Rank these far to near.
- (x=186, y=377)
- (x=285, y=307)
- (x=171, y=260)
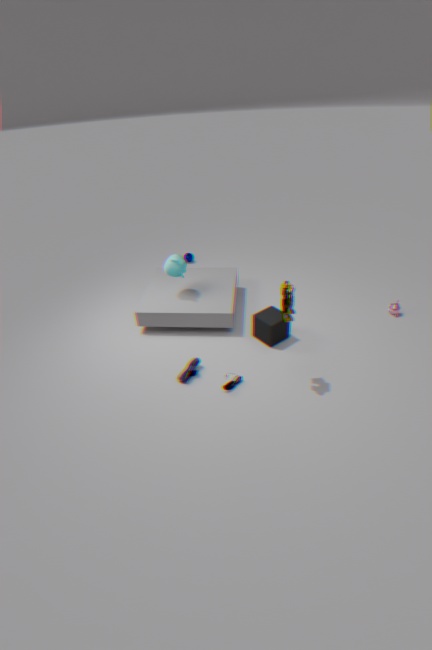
(x=171, y=260) → (x=186, y=377) → (x=285, y=307)
